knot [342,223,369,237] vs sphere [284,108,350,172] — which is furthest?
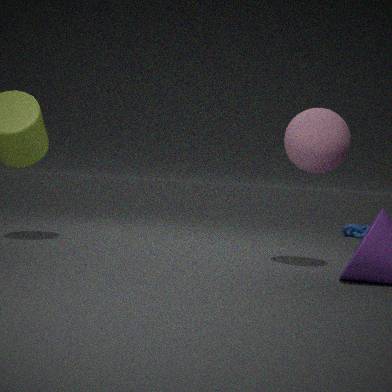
knot [342,223,369,237]
